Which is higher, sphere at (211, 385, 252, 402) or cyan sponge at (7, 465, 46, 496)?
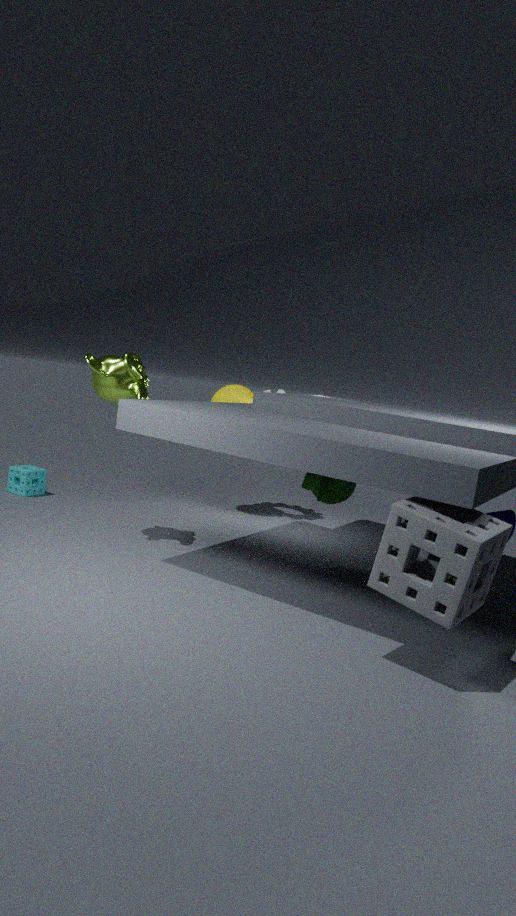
sphere at (211, 385, 252, 402)
